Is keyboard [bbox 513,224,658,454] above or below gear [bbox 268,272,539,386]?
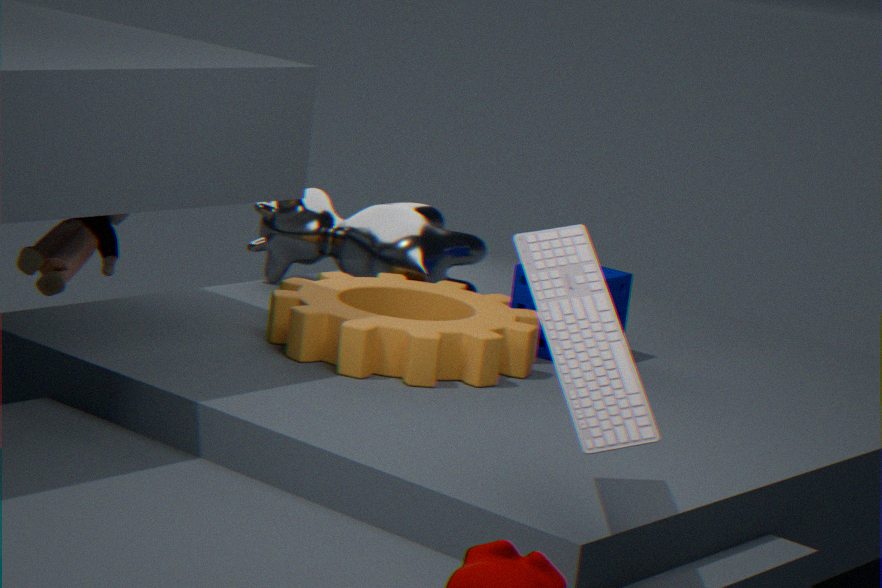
above
